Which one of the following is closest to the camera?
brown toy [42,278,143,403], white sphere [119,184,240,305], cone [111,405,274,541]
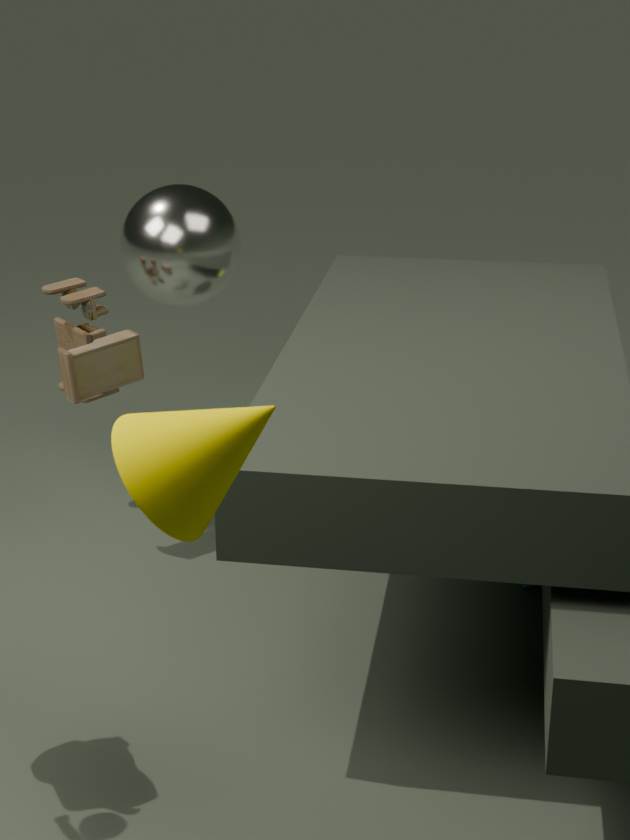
cone [111,405,274,541]
